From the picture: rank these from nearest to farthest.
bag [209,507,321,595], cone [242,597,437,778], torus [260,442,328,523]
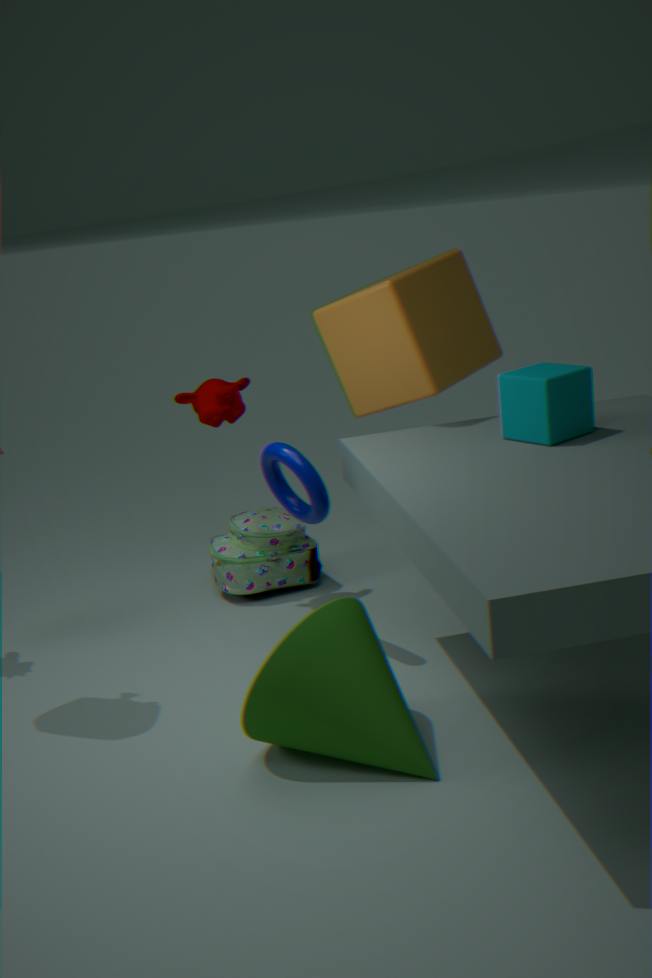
cone [242,597,437,778]
torus [260,442,328,523]
bag [209,507,321,595]
